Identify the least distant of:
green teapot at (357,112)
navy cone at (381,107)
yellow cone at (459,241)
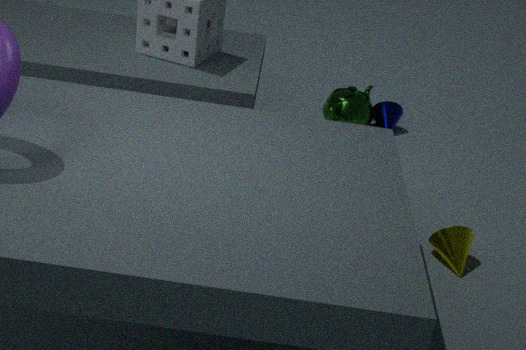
yellow cone at (459,241)
